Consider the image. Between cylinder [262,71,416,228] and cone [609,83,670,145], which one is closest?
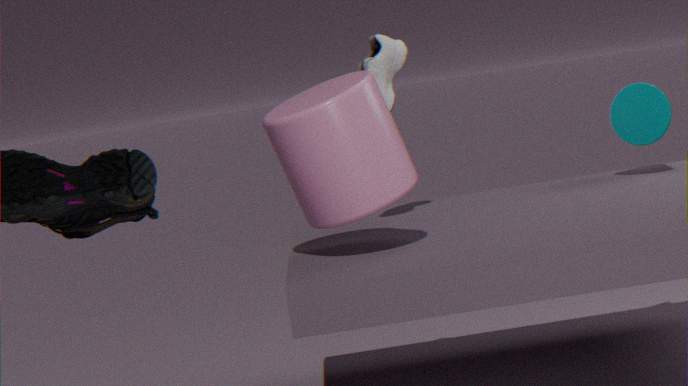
cylinder [262,71,416,228]
